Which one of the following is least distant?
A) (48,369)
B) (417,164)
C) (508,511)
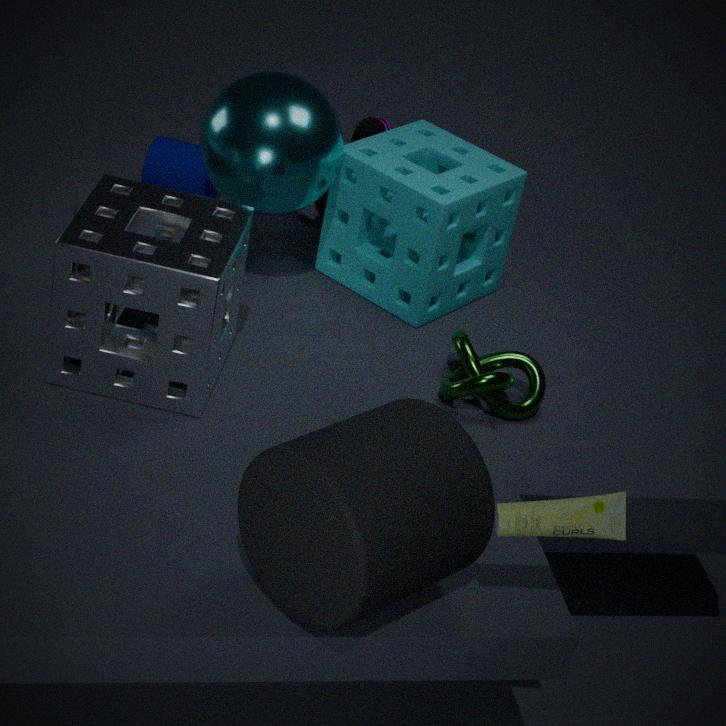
(508,511)
